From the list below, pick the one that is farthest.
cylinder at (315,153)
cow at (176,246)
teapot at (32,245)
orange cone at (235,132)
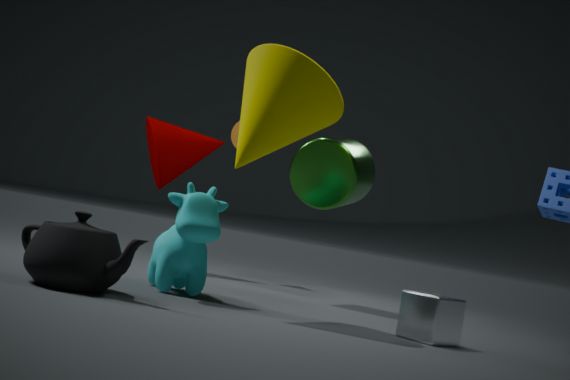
orange cone at (235,132)
